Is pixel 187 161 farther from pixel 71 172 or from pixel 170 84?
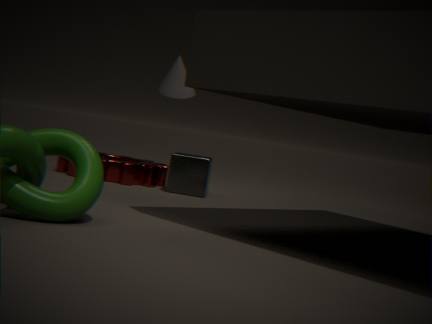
pixel 170 84
